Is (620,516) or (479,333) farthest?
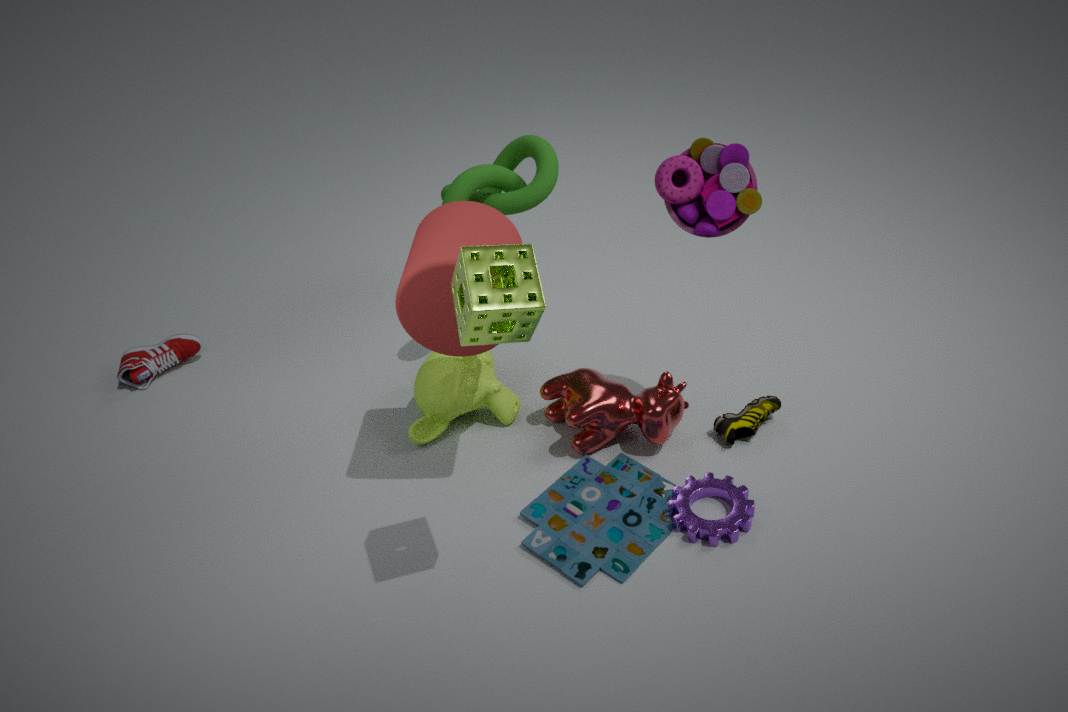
(620,516)
